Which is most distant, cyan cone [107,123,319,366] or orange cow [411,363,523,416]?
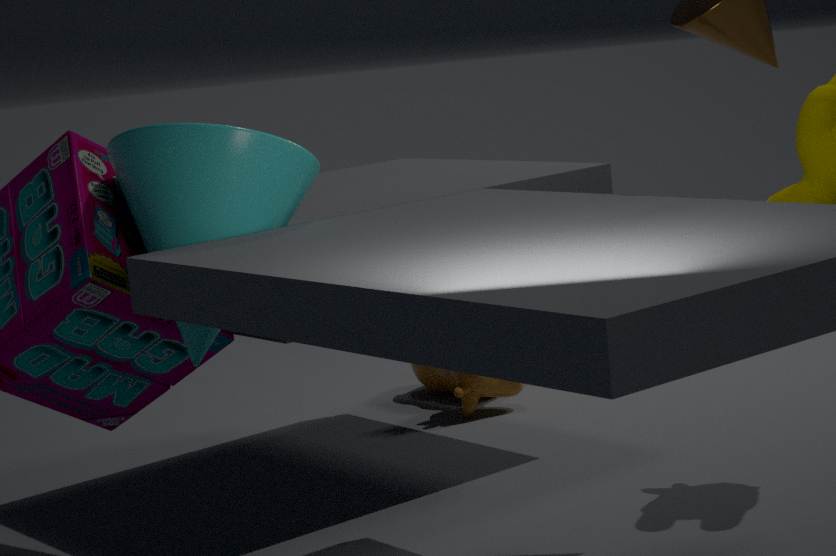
orange cow [411,363,523,416]
